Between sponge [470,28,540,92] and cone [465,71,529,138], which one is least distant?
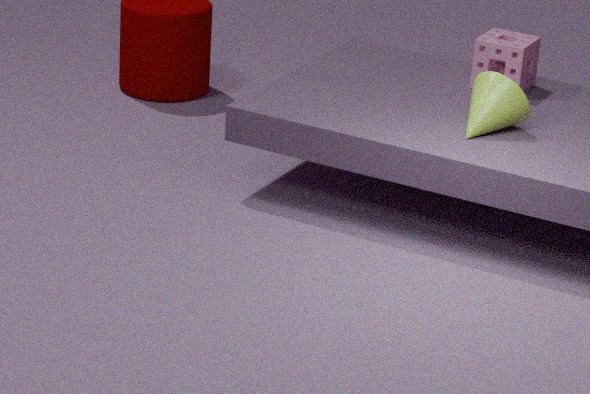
cone [465,71,529,138]
